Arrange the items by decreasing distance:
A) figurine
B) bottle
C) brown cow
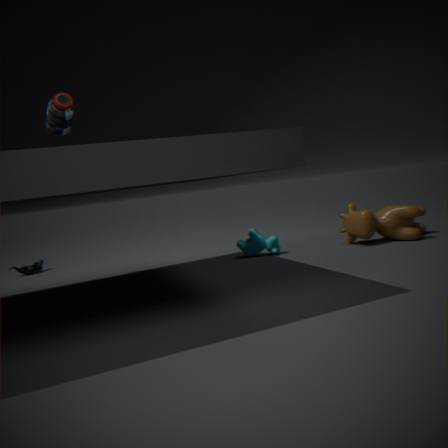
figurine → brown cow → bottle
